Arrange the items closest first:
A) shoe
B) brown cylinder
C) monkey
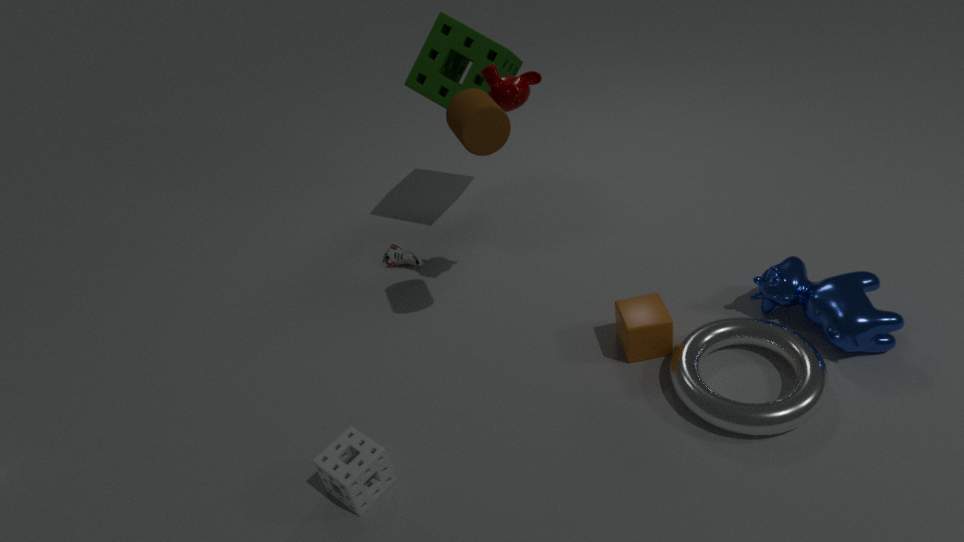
1. brown cylinder
2. monkey
3. shoe
